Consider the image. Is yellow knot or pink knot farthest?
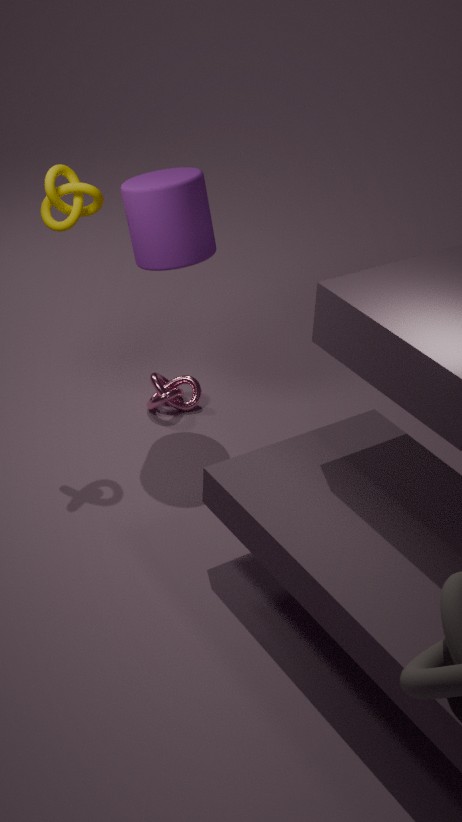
pink knot
